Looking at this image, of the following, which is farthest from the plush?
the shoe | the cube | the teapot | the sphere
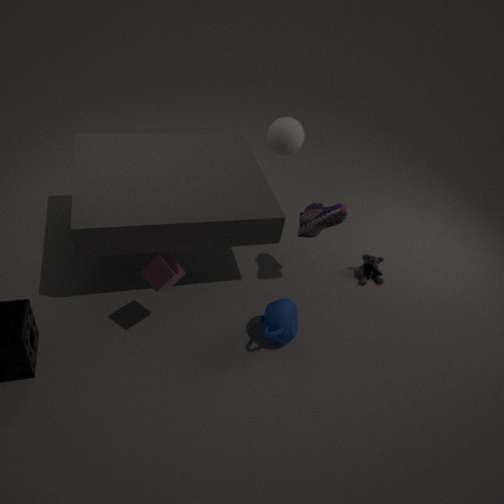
the cube
